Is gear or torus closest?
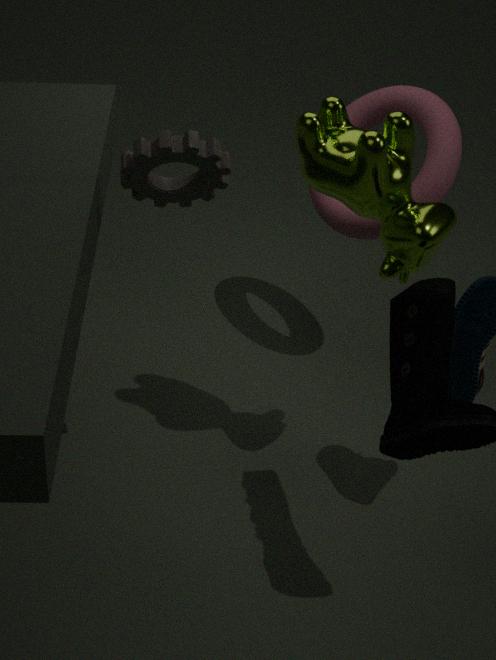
gear
